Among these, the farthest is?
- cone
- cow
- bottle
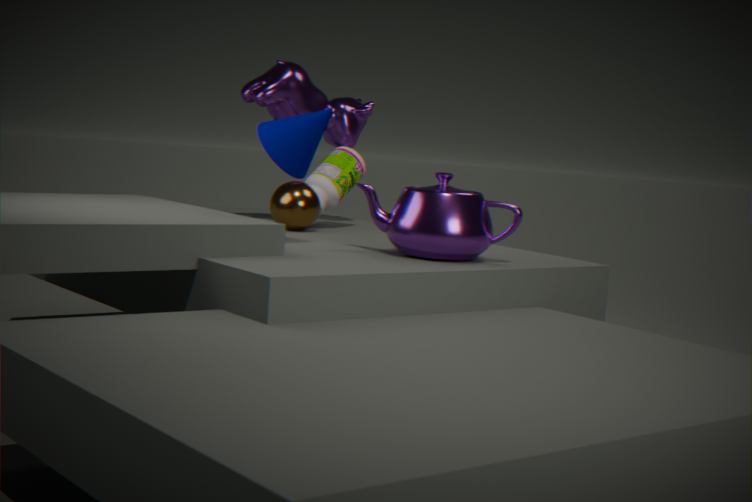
cow
